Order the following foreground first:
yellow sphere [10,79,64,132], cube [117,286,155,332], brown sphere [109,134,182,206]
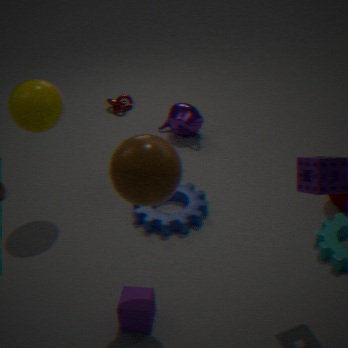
brown sphere [109,134,182,206]
cube [117,286,155,332]
yellow sphere [10,79,64,132]
